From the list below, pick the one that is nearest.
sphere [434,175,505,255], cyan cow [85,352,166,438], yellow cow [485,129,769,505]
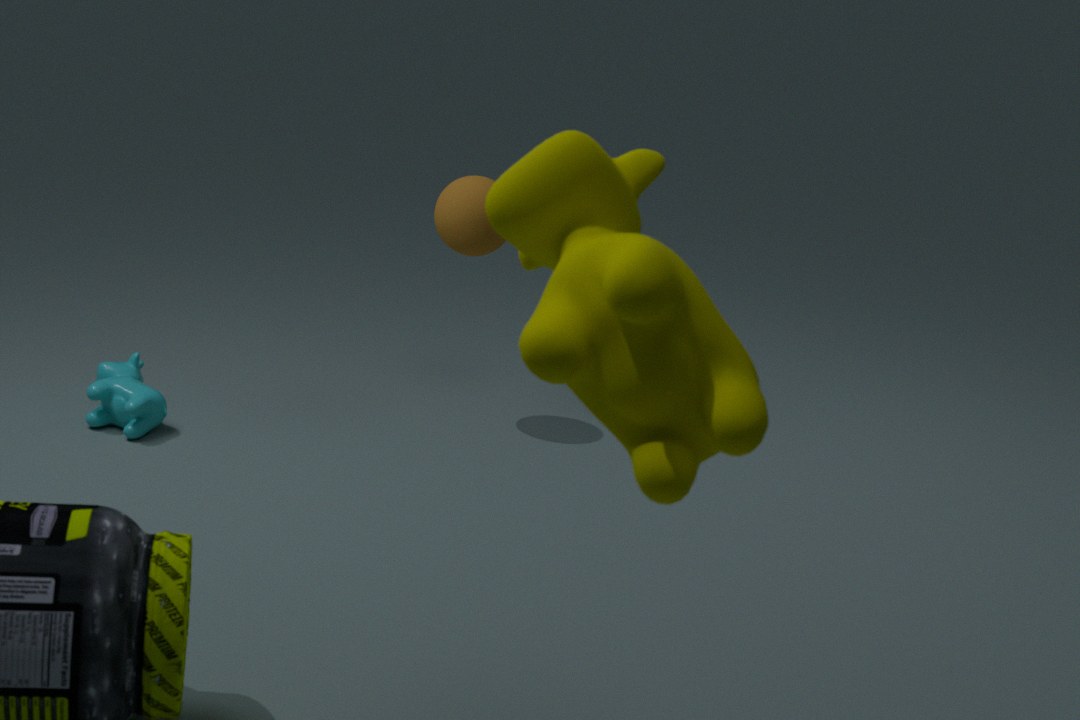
yellow cow [485,129,769,505]
